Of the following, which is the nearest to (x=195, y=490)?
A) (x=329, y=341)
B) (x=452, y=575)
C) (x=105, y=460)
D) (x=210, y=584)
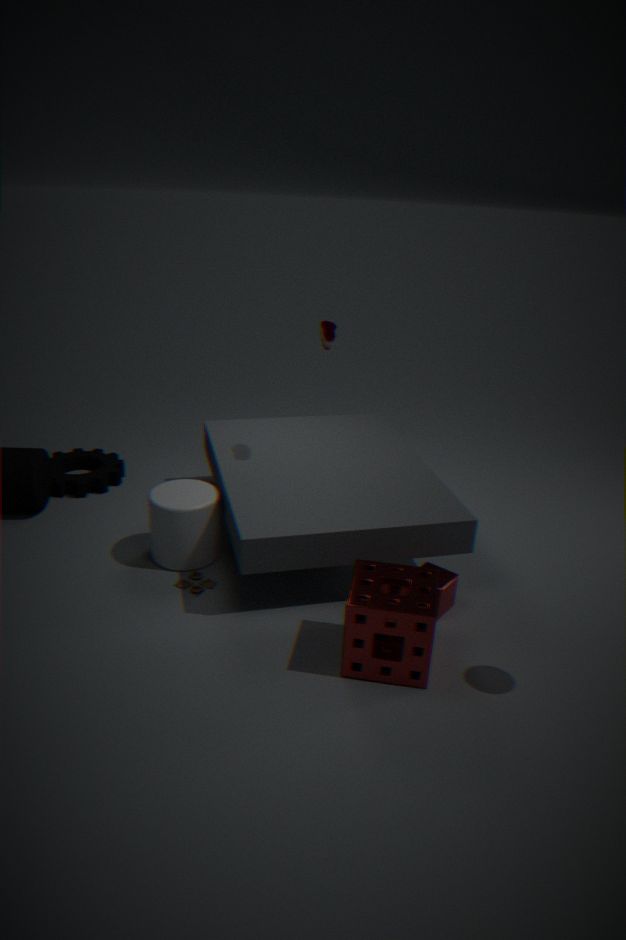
(x=210, y=584)
